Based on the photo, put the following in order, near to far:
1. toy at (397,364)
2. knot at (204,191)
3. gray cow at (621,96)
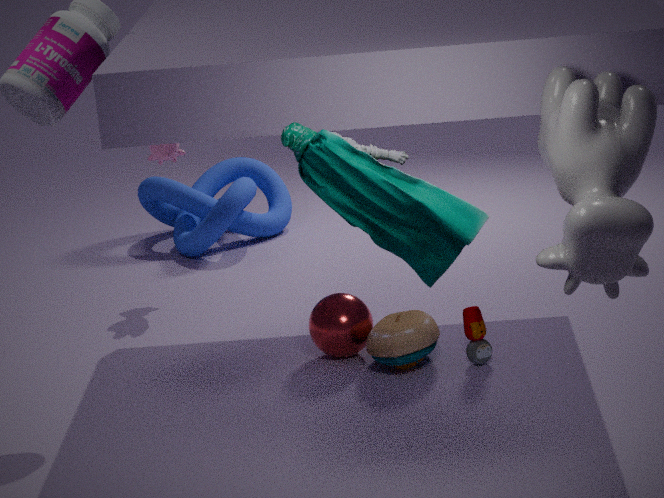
gray cow at (621,96), toy at (397,364), knot at (204,191)
